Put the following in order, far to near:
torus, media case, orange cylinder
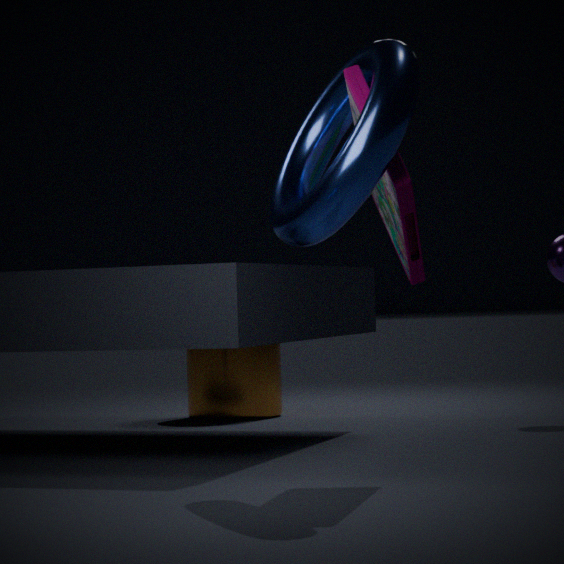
orange cylinder → media case → torus
